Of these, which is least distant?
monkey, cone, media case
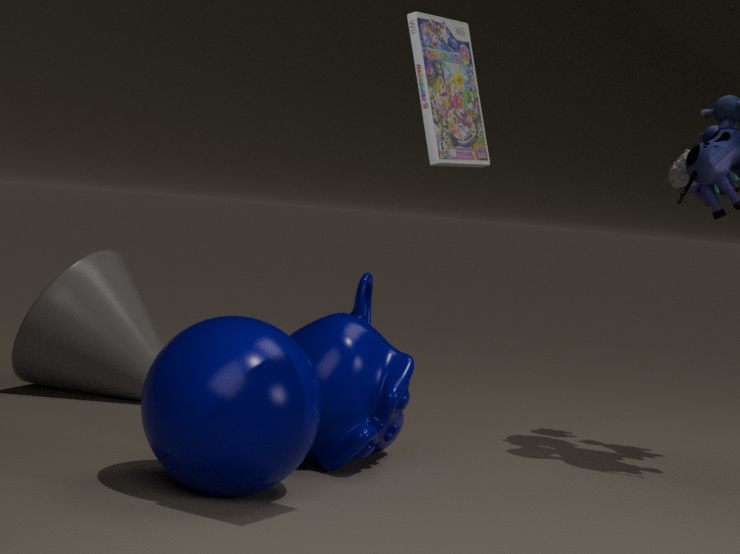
media case
